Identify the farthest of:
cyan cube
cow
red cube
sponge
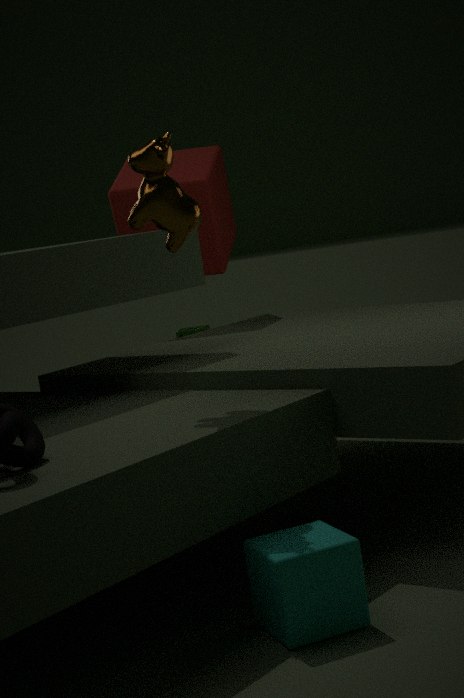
sponge
